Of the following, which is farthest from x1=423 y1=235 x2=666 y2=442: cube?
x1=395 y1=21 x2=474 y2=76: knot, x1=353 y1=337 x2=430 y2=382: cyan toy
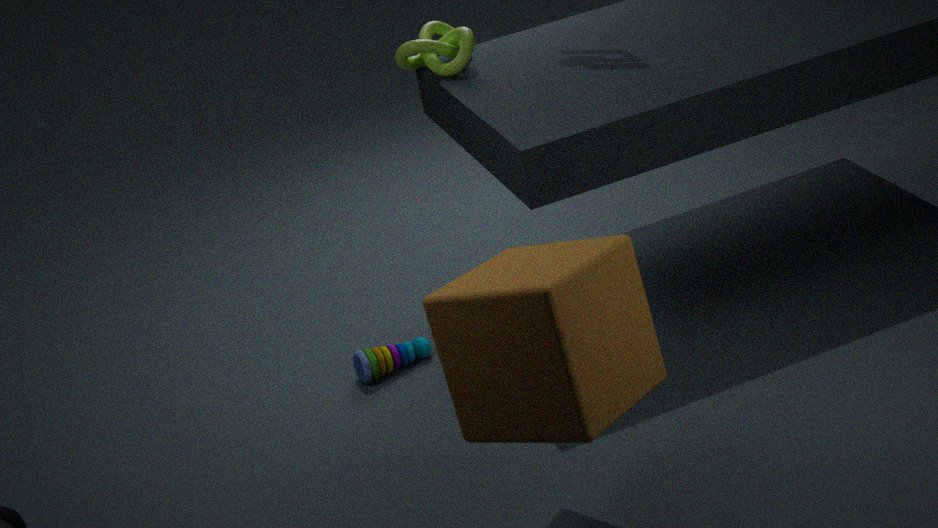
x1=395 y1=21 x2=474 y2=76: knot
